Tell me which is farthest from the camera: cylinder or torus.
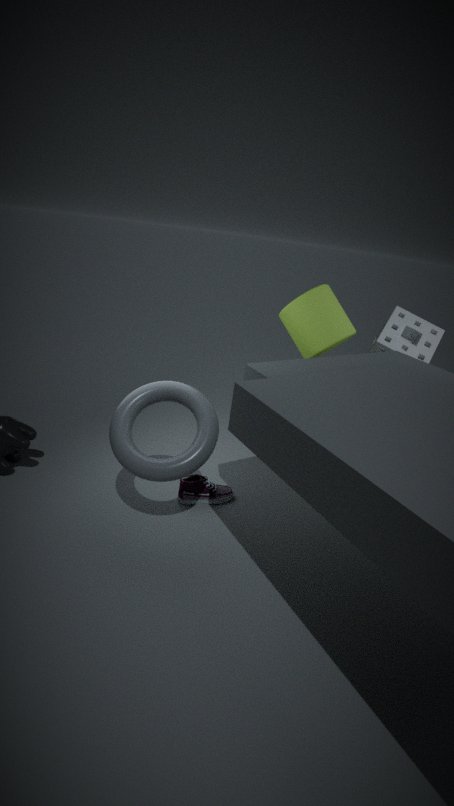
cylinder
